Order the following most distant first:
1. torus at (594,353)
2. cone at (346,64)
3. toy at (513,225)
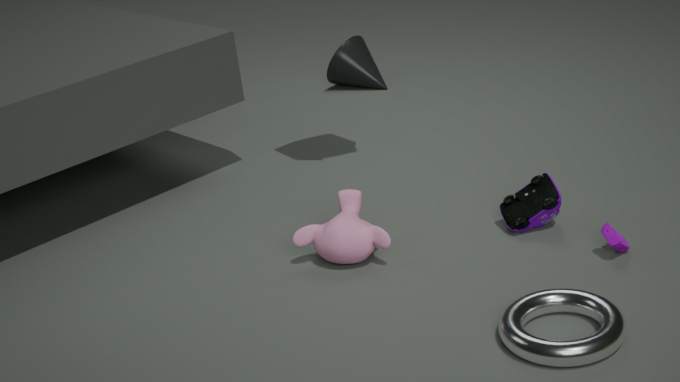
cone at (346,64), toy at (513,225), torus at (594,353)
